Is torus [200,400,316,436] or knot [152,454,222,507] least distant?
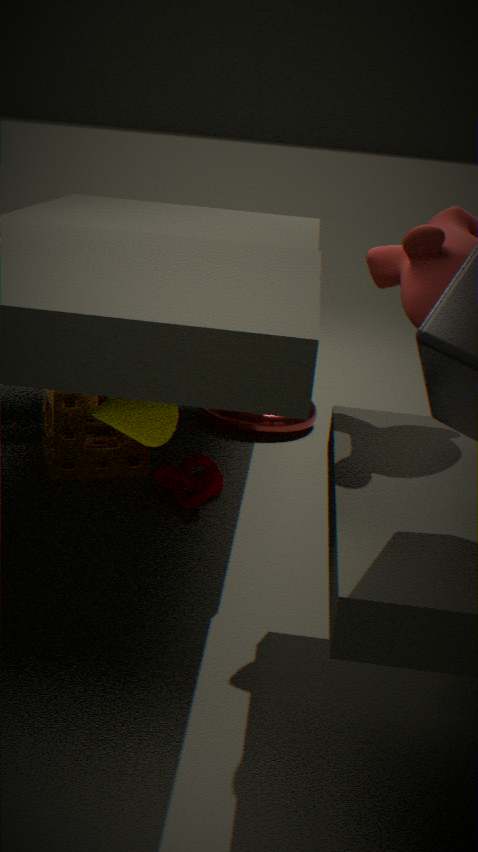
knot [152,454,222,507]
